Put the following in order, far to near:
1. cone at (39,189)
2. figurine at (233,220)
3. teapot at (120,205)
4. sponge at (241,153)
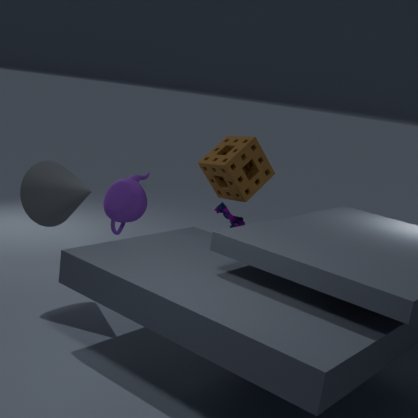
figurine at (233,220), sponge at (241,153), teapot at (120,205), cone at (39,189)
